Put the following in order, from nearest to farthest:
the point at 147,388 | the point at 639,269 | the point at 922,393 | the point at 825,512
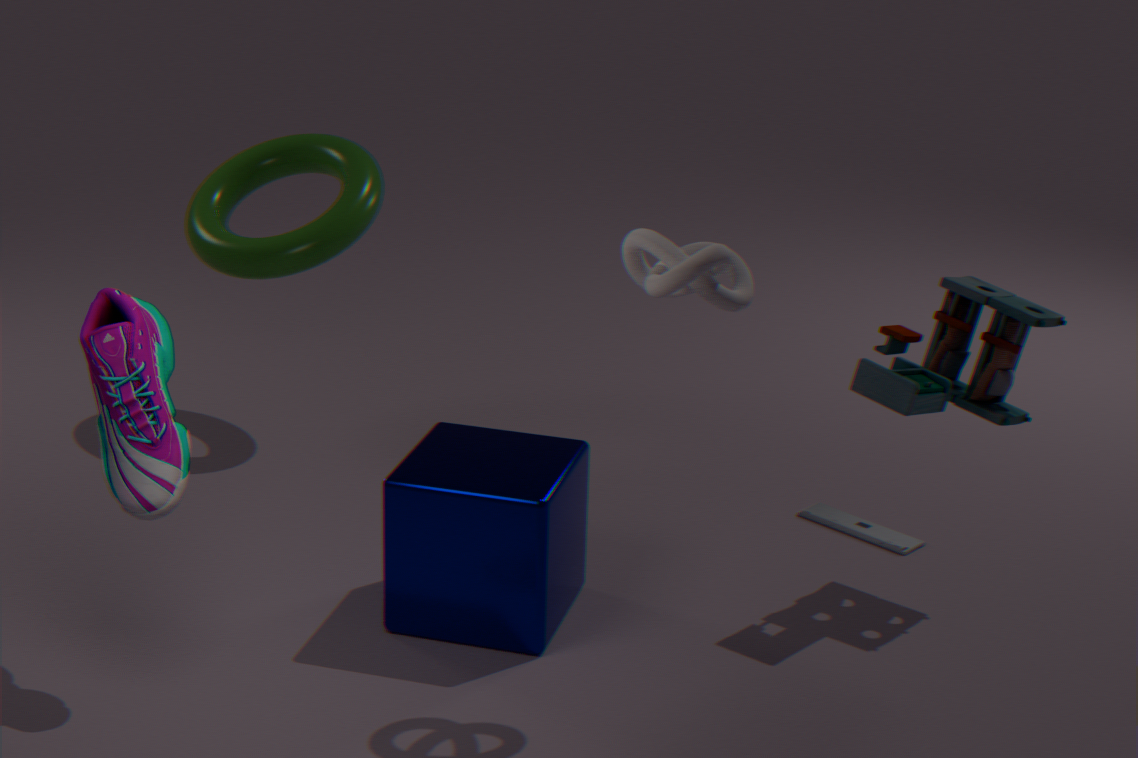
1. the point at 147,388
2. the point at 639,269
3. the point at 922,393
4. the point at 825,512
